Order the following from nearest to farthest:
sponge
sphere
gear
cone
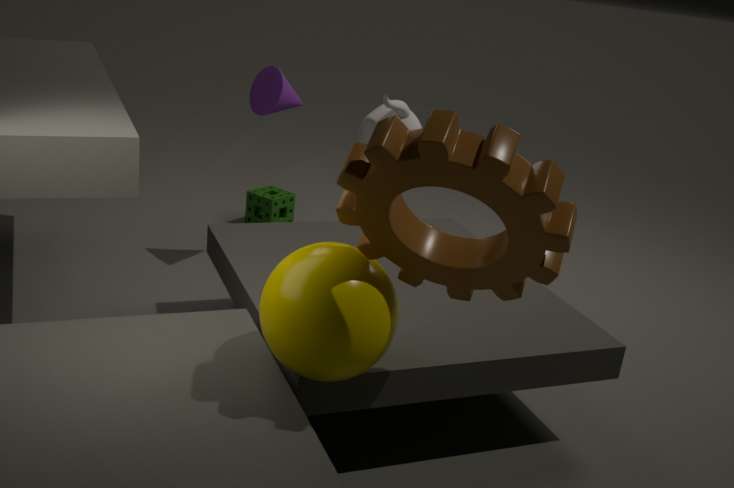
gear < sphere < cone < sponge
